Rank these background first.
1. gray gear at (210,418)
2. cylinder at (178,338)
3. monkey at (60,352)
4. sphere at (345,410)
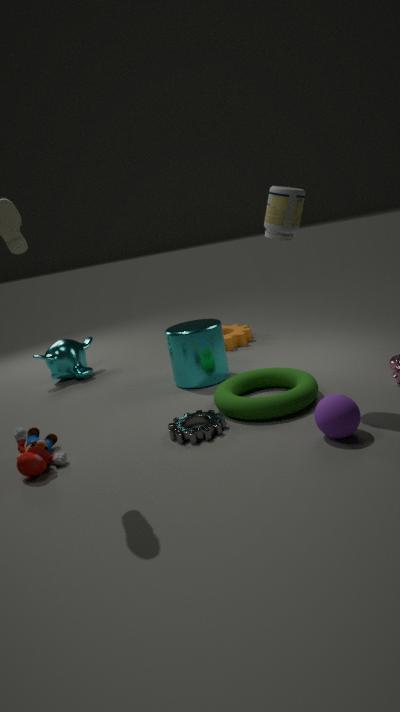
monkey at (60,352)
cylinder at (178,338)
gray gear at (210,418)
sphere at (345,410)
